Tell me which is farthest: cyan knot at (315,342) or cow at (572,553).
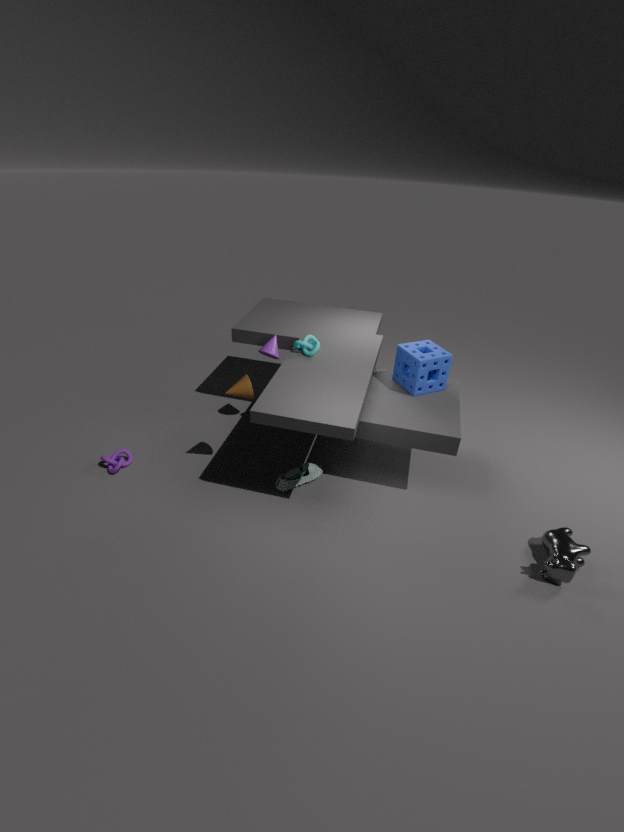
cyan knot at (315,342)
